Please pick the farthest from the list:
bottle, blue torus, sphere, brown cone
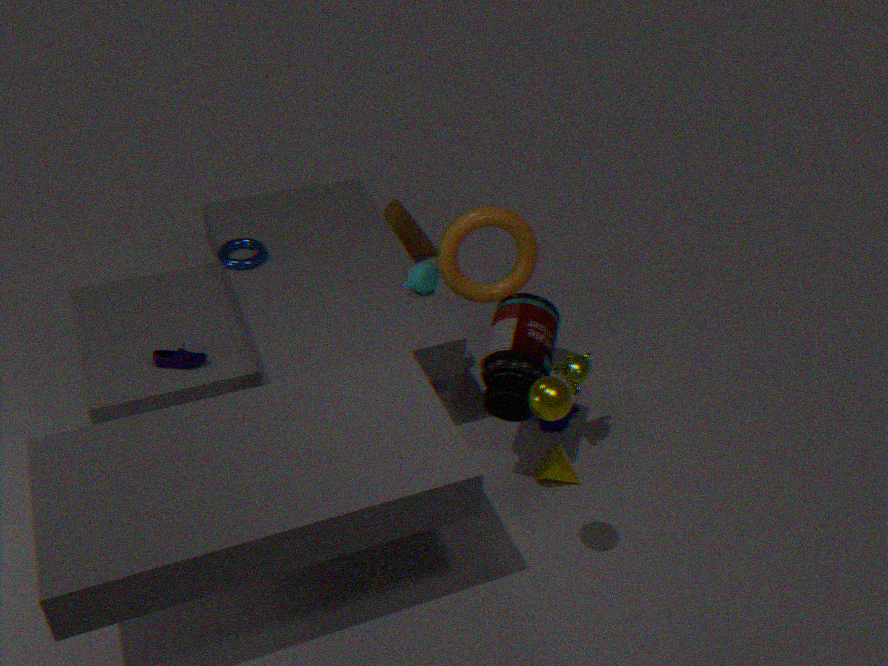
brown cone
